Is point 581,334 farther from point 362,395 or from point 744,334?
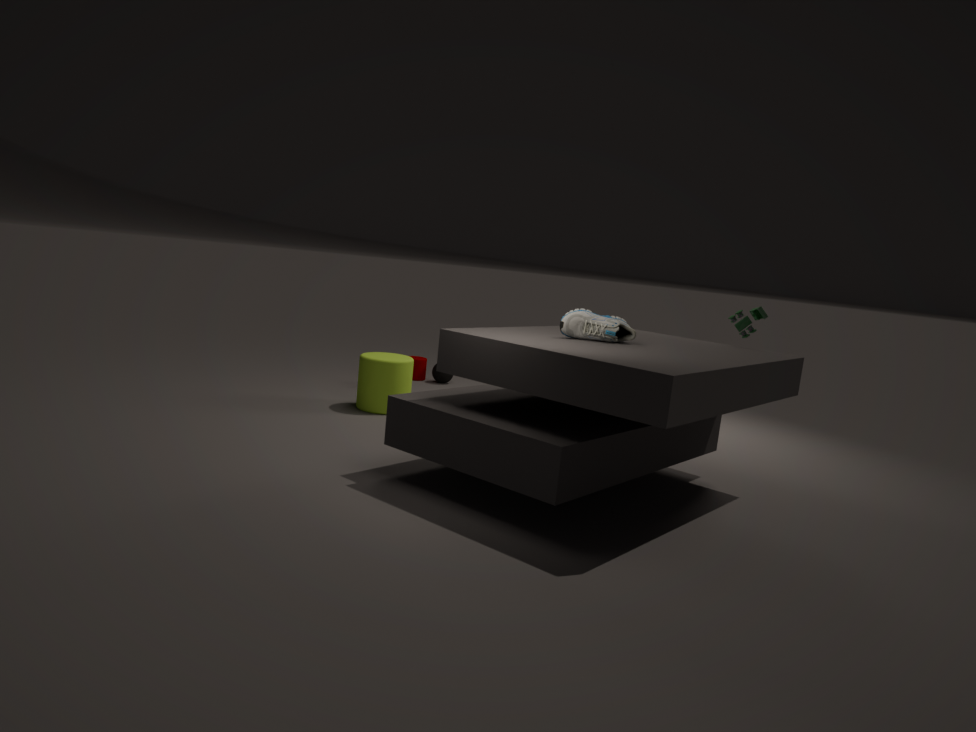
point 362,395
